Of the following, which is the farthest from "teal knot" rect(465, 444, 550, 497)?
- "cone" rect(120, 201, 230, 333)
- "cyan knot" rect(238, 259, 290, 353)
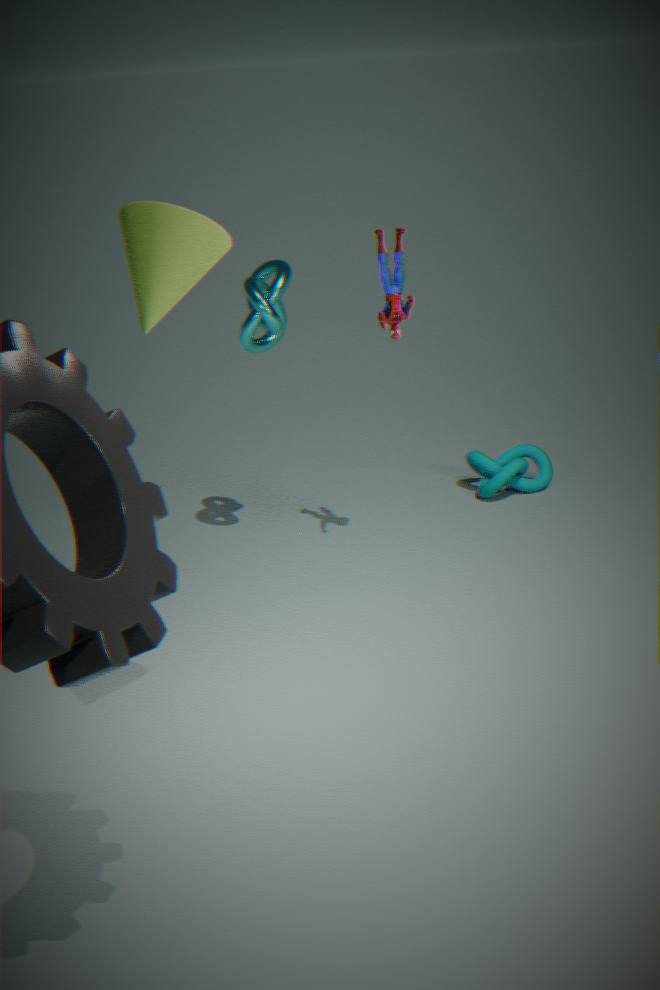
"cone" rect(120, 201, 230, 333)
